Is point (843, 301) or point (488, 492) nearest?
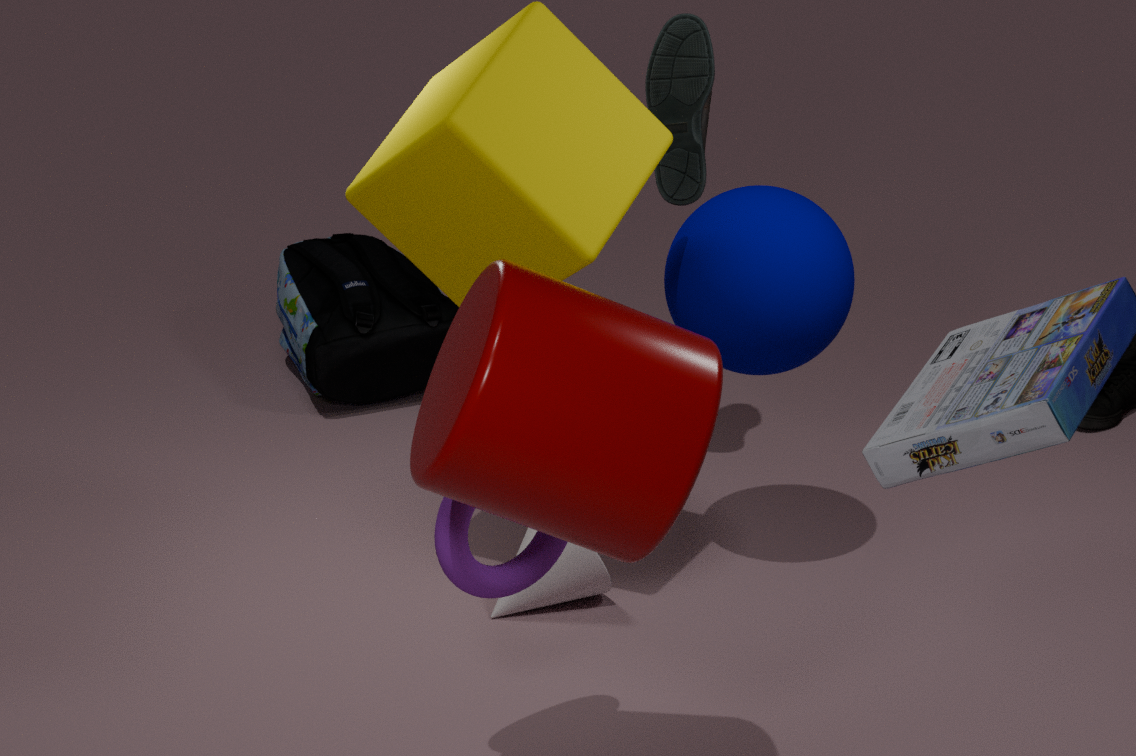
point (488, 492)
